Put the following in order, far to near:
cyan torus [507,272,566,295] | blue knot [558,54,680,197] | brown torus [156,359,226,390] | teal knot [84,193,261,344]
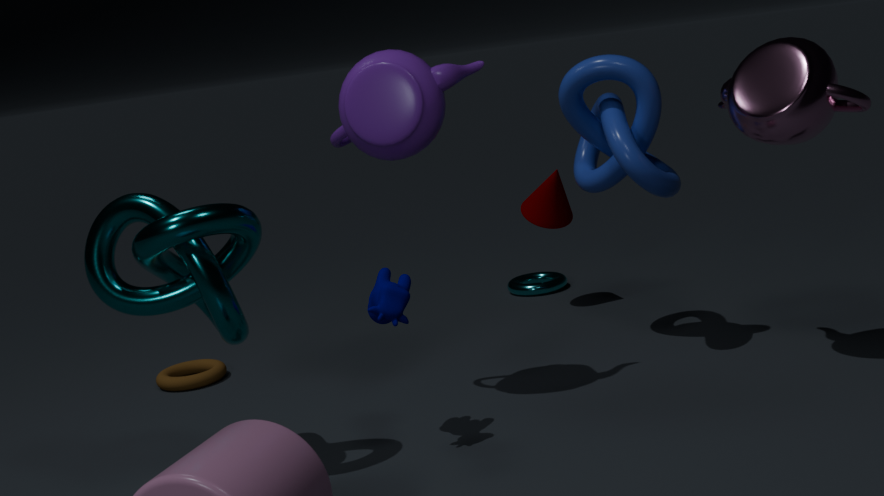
cyan torus [507,272,566,295]
brown torus [156,359,226,390]
blue knot [558,54,680,197]
teal knot [84,193,261,344]
